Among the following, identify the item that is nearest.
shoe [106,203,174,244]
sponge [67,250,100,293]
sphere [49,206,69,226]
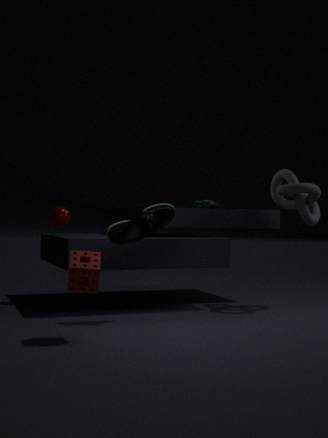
sponge [67,250,100,293]
